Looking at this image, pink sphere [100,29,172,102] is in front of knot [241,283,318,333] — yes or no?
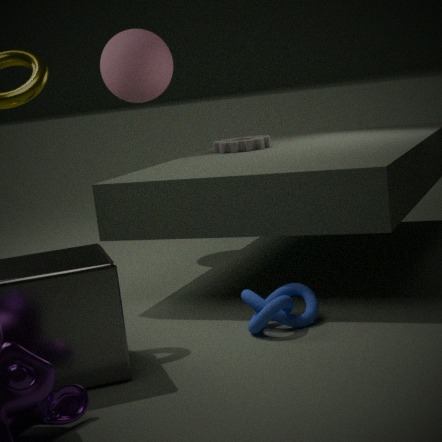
No
